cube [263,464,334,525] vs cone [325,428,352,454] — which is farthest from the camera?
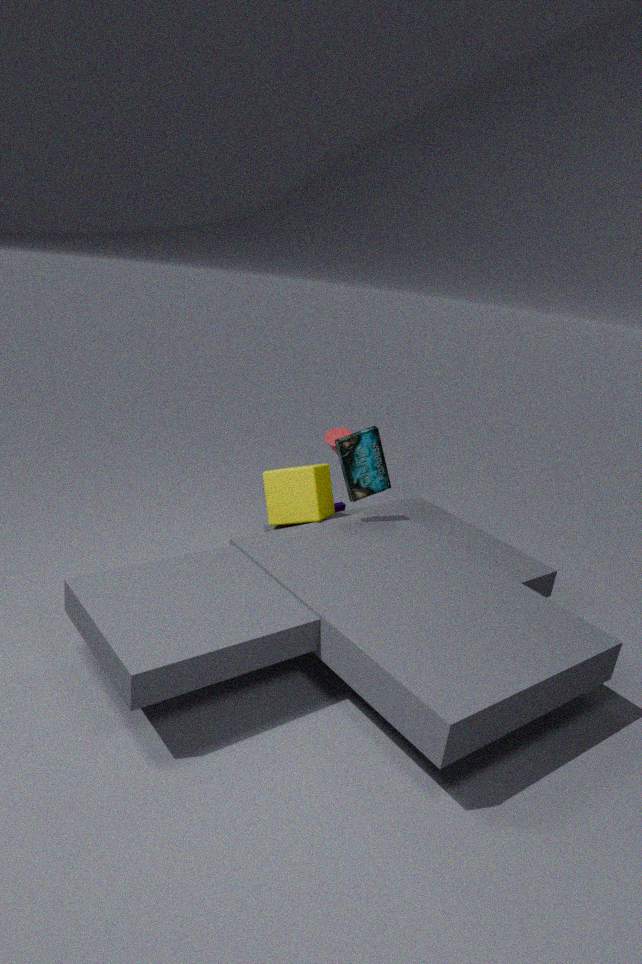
cone [325,428,352,454]
